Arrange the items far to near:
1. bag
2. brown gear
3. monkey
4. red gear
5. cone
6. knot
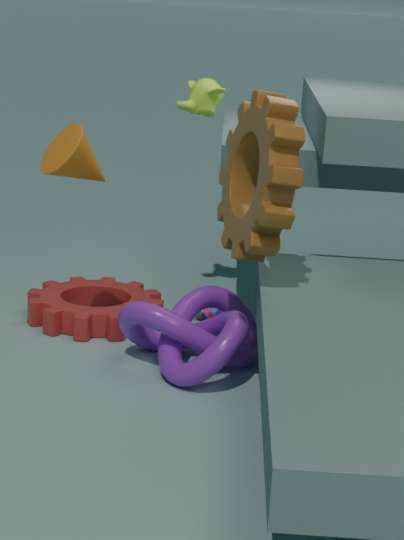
monkey, bag, red gear, cone, knot, brown gear
